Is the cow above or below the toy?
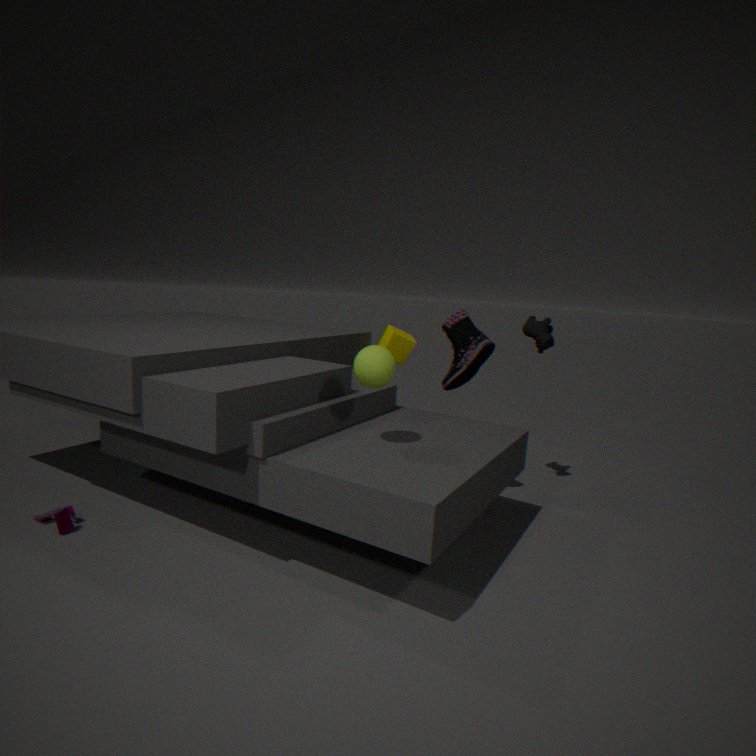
above
